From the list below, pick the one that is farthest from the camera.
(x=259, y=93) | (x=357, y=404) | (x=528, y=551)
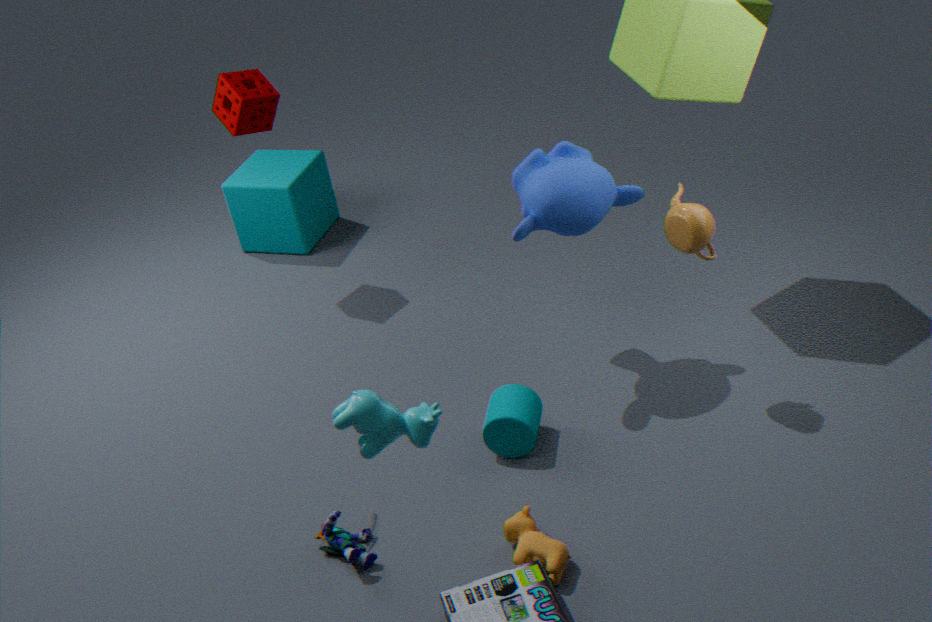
(x=259, y=93)
